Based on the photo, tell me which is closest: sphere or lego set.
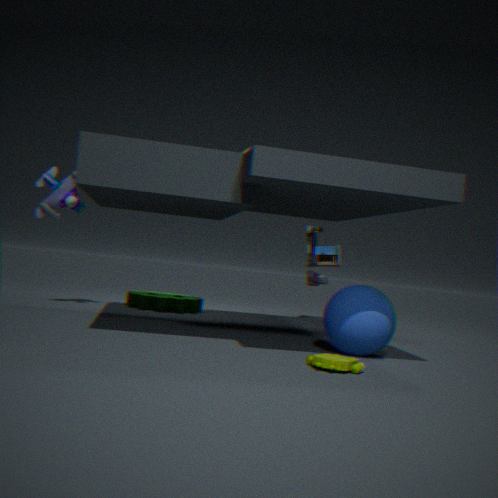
lego set
